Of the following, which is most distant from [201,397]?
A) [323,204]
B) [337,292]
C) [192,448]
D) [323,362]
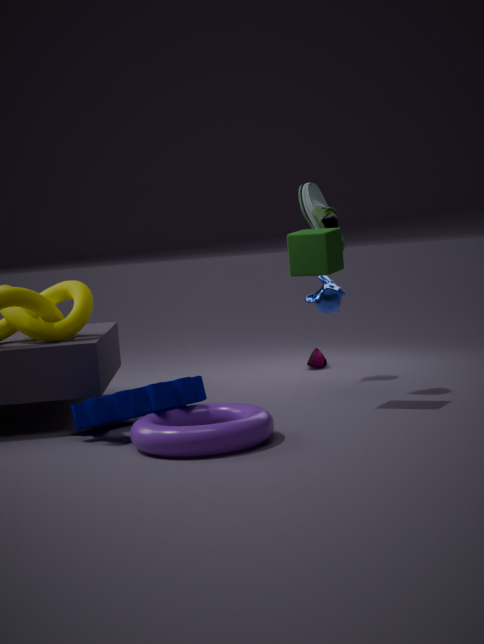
[323,362]
